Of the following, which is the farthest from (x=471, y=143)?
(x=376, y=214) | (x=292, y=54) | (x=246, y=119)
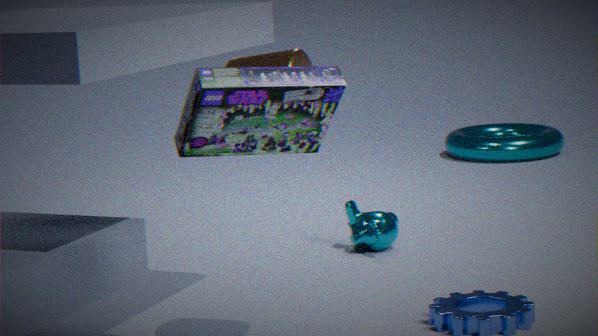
(x=246, y=119)
